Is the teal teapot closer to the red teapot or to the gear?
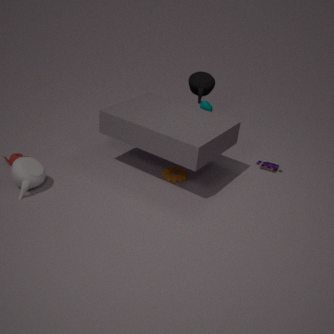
the gear
